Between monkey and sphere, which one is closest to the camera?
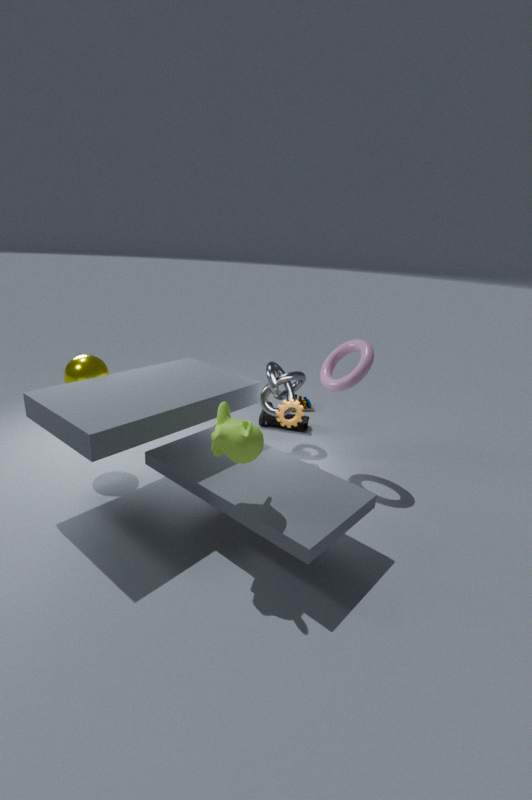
monkey
